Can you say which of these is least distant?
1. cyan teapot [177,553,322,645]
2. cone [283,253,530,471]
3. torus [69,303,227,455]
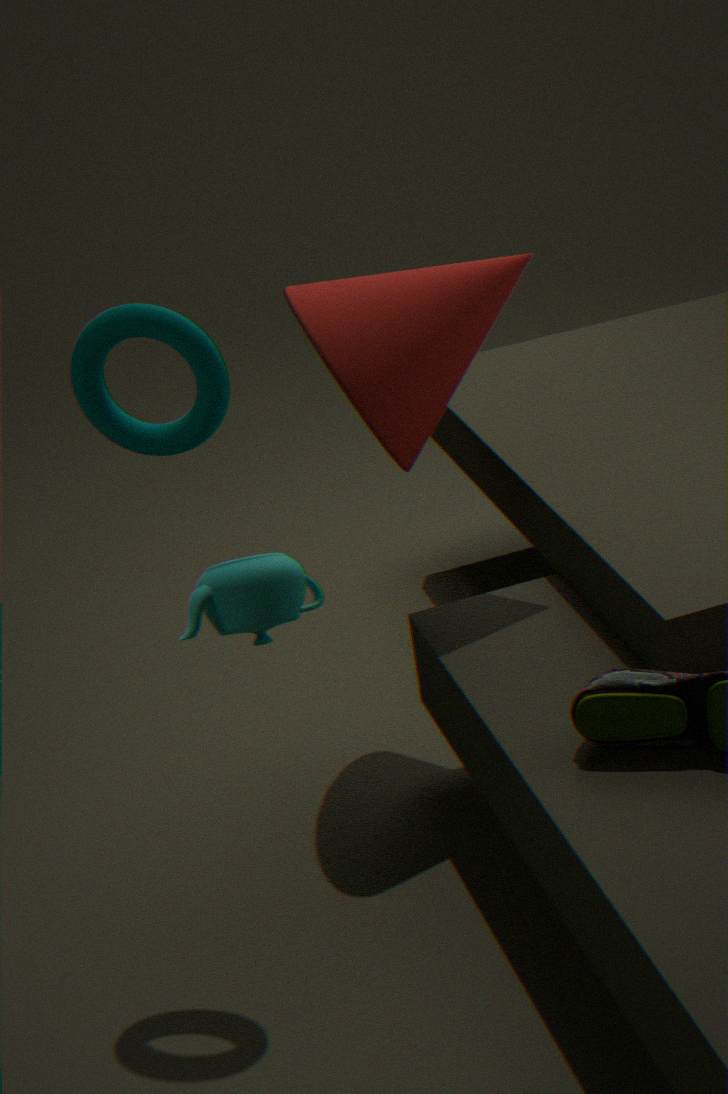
cyan teapot [177,553,322,645]
